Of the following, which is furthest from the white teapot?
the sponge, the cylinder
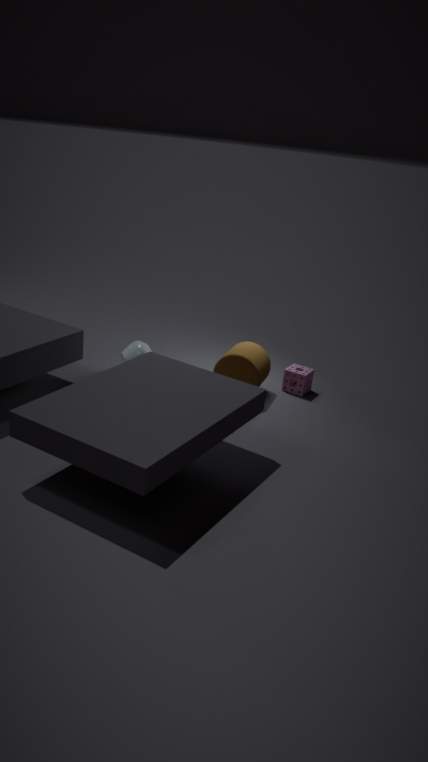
the sponge
